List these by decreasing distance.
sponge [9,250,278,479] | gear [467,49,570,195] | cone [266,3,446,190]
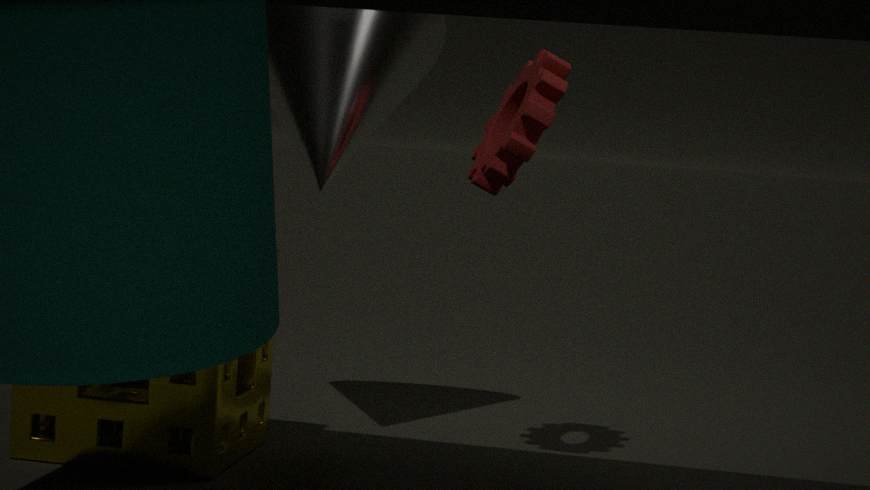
1. cone [266,3,446,190]
2. gear [467,49,570,195]
3. sponge [9,250,278,479]
